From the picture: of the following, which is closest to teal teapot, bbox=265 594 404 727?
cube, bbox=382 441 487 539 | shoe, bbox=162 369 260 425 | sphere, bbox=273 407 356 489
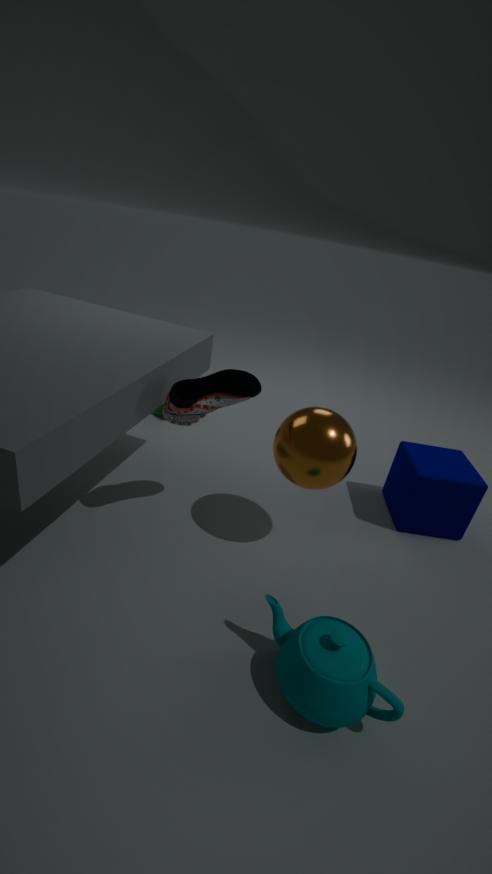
sphere, bbox=273 407 356 489
